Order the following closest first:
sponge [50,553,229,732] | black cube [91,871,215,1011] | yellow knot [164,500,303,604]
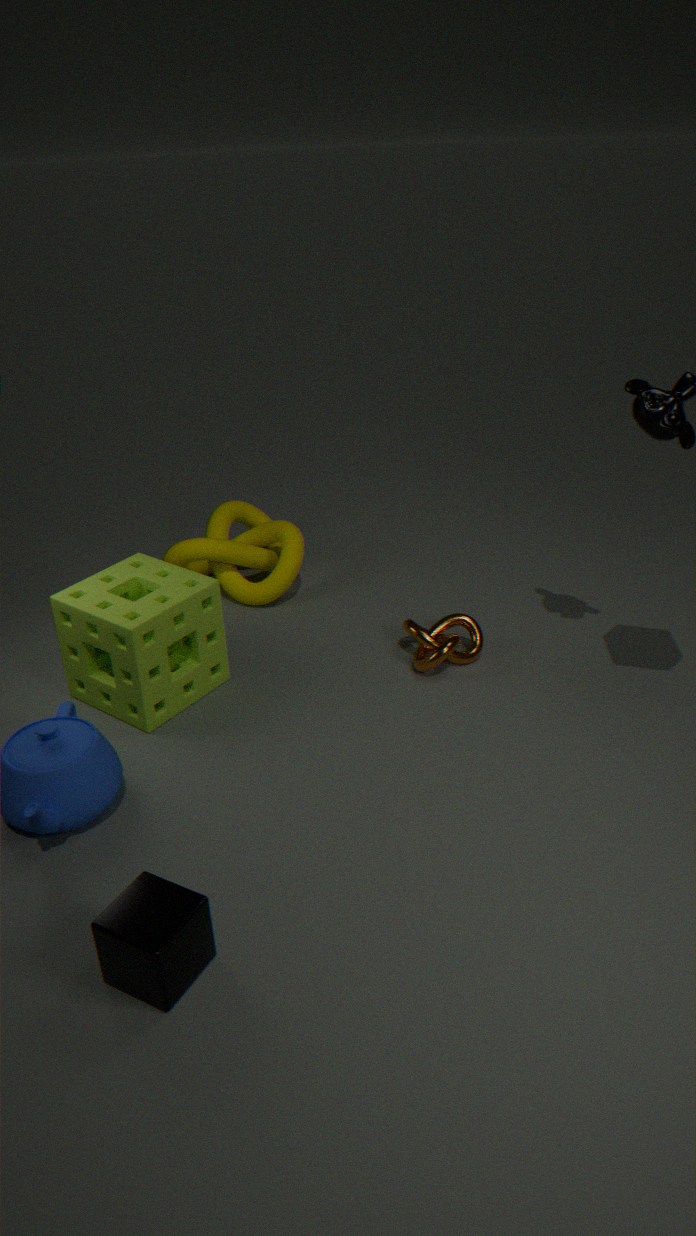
black cube [91,871,215,1011] < sponge [50,553,229,732] < yellow knot [164,500,303,604]
